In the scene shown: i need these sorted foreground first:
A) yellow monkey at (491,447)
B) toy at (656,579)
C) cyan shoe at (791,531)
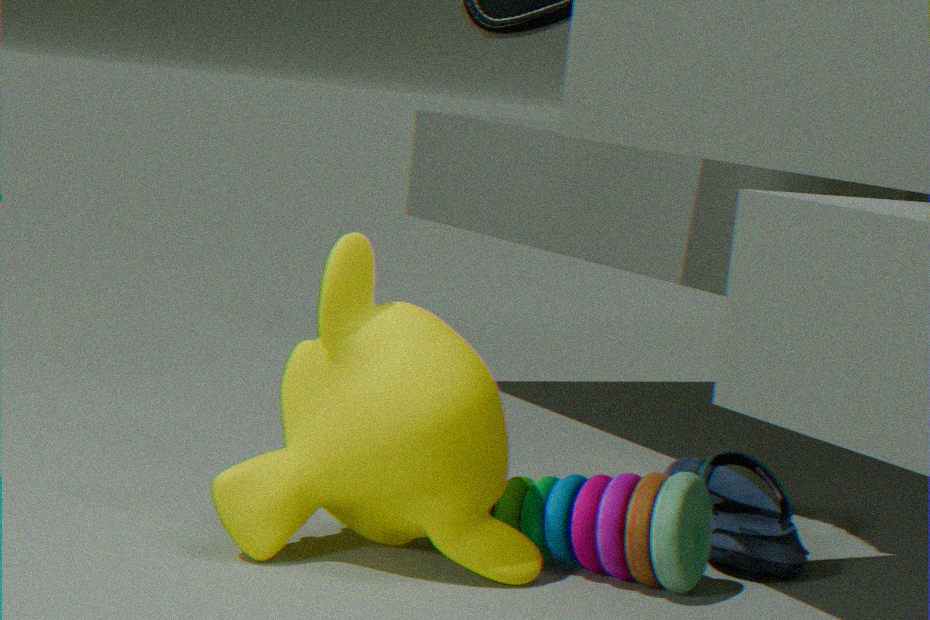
1. yellow monkey at (491,447)
2. toy at (656,579)
3. cyan shoe at (791,531)
